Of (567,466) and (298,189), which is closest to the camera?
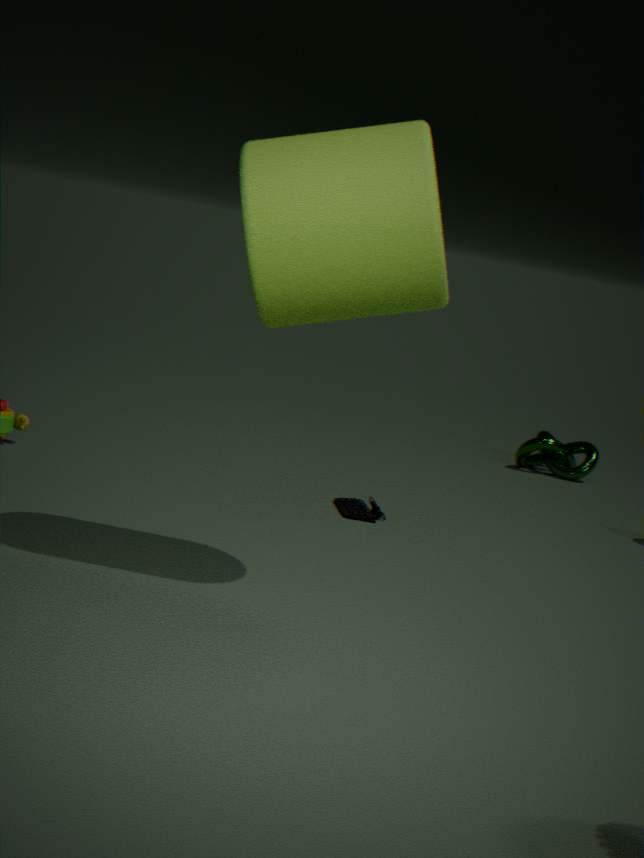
(298,189)
